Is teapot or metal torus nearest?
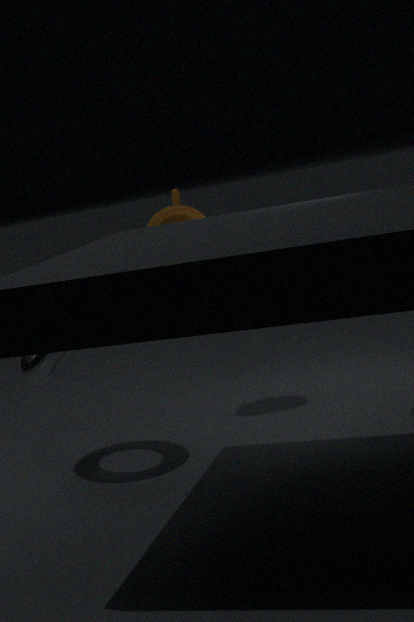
metal torus
